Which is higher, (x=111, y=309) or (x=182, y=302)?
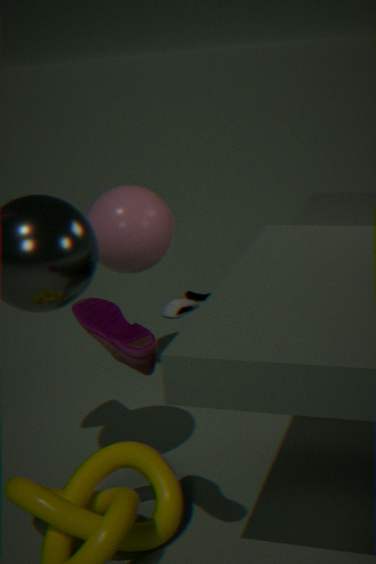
(x=111, y=309)
